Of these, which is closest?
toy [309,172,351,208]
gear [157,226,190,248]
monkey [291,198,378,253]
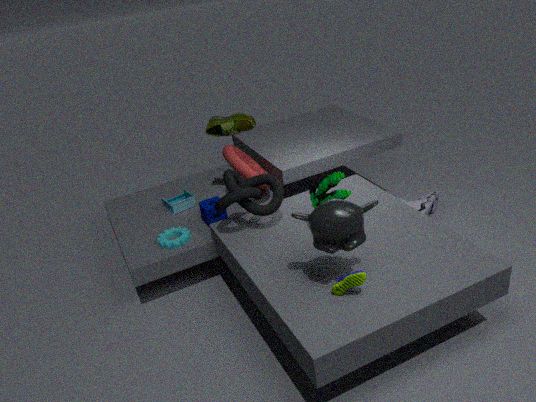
monkey [291,198,378,253]
